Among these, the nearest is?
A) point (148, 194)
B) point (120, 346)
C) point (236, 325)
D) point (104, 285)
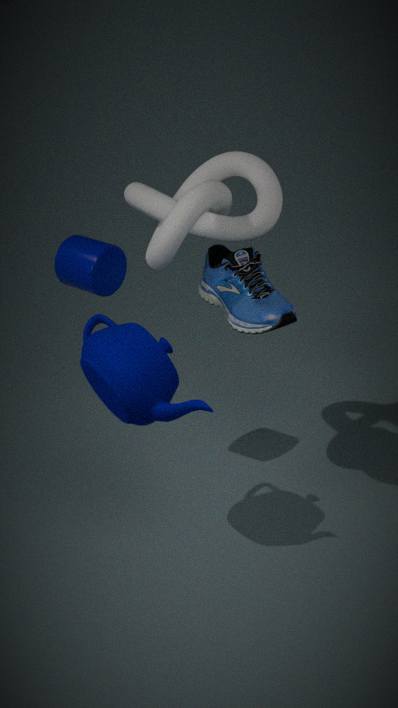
point (120, 346)
